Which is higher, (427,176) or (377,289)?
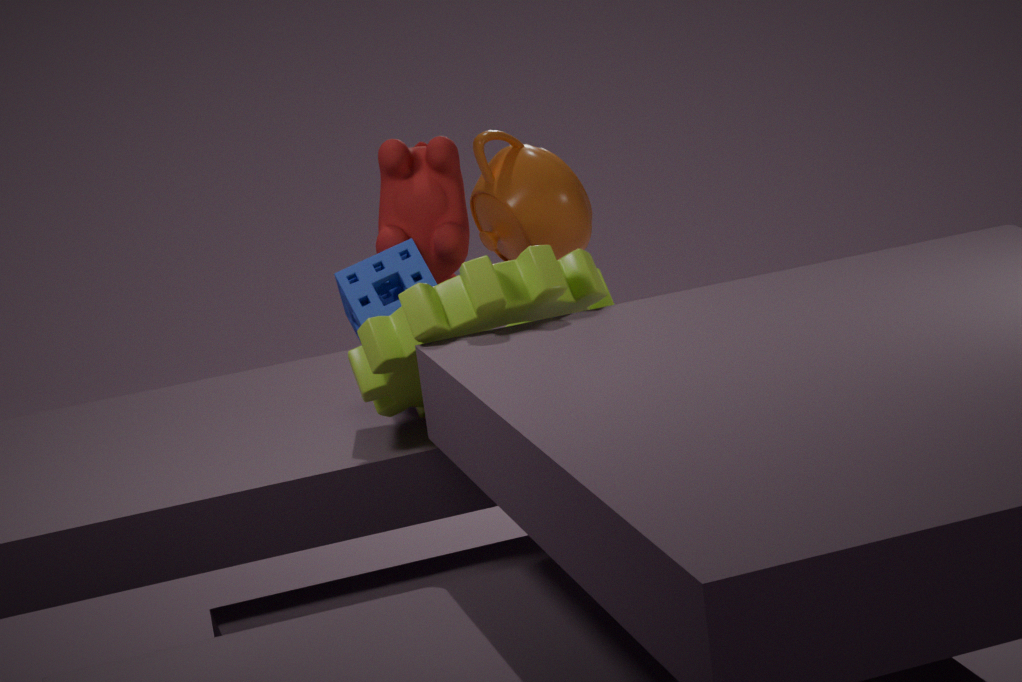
(427,176)
